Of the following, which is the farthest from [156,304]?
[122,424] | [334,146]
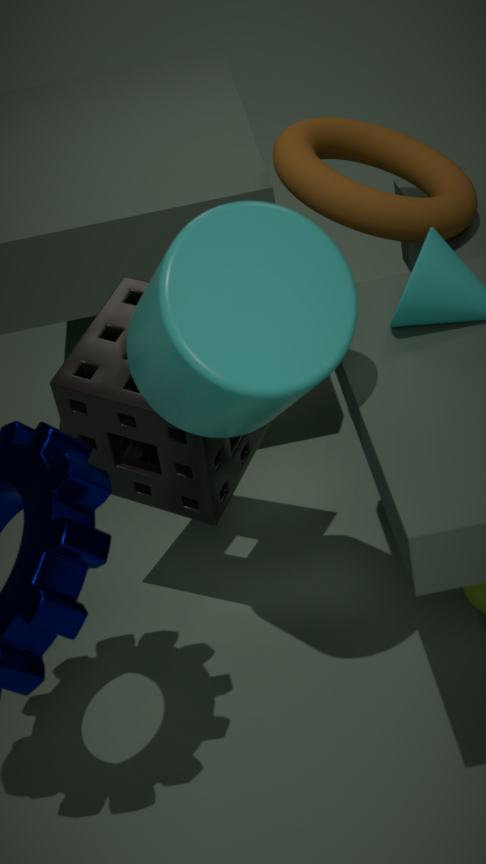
[334,146]
